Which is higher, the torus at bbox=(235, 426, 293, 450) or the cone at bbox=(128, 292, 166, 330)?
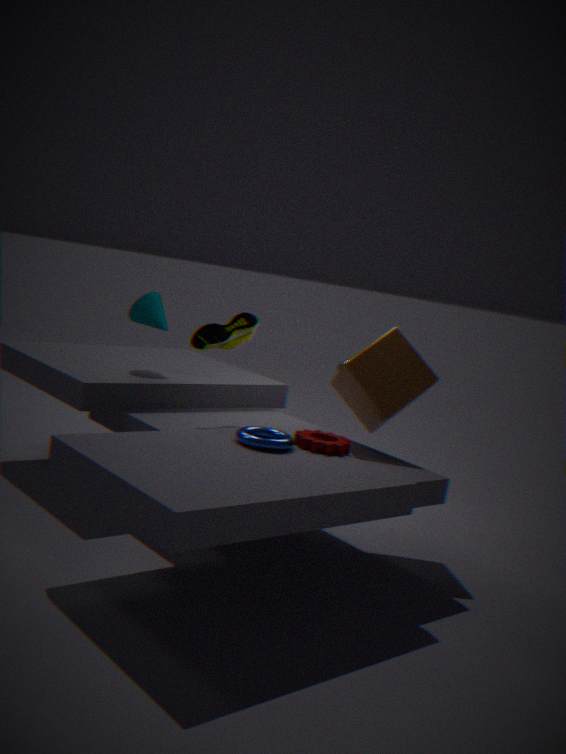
the cone at bbox=(128, 292, 166, 330)
